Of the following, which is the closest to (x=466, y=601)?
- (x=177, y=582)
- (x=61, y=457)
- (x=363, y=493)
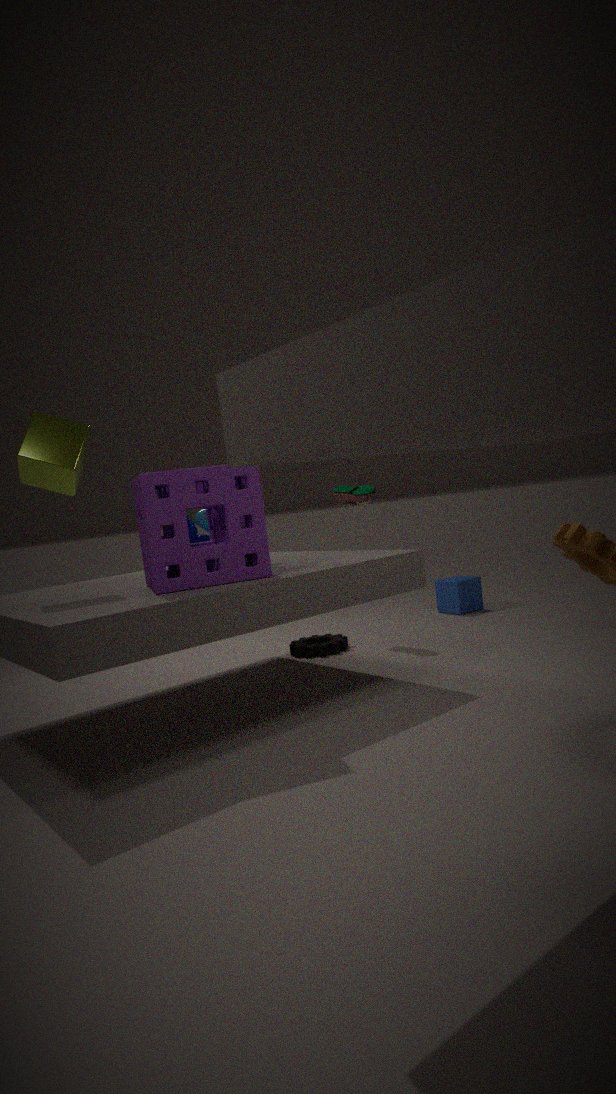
(x=363, y=493)
